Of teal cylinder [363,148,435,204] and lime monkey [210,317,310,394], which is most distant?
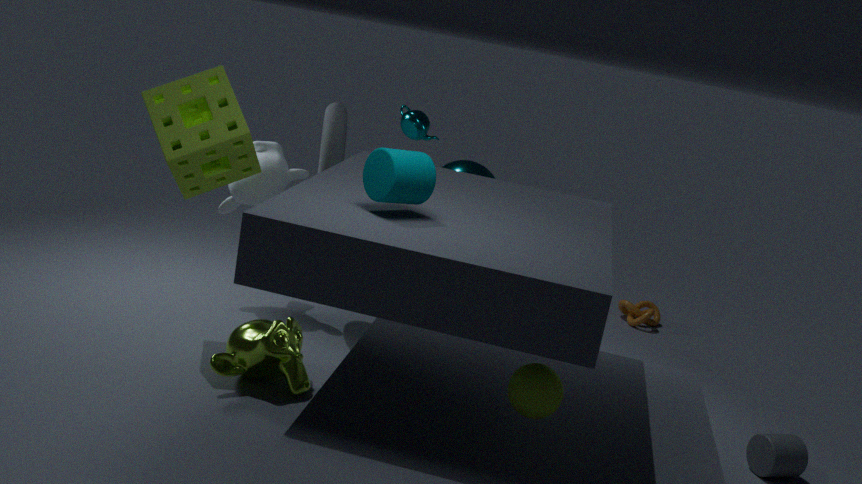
lime monkey [210,317,310,394]
